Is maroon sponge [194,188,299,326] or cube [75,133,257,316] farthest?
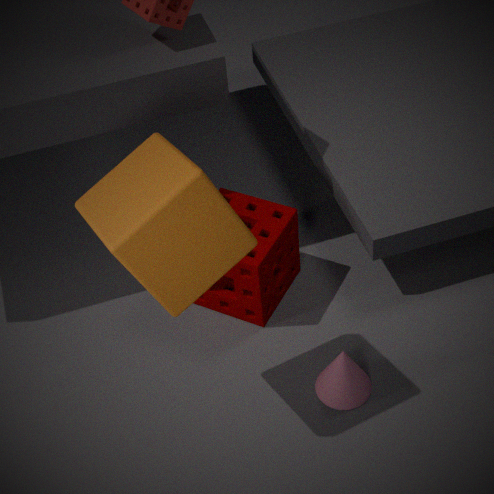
maroon sponge [194,188,299,326]
